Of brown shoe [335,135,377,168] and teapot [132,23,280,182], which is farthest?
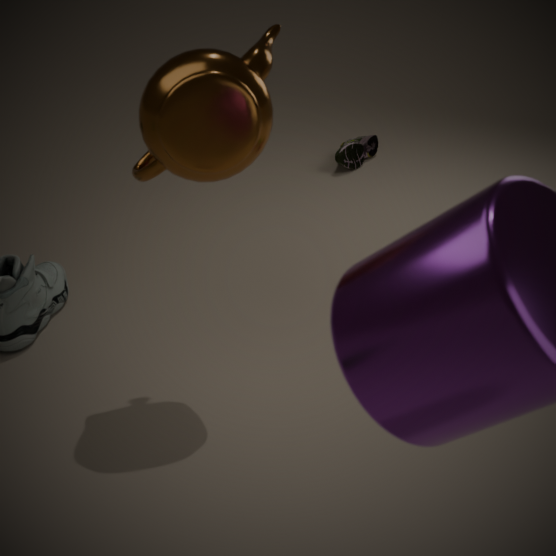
brown shoe [335,135,377,168]
